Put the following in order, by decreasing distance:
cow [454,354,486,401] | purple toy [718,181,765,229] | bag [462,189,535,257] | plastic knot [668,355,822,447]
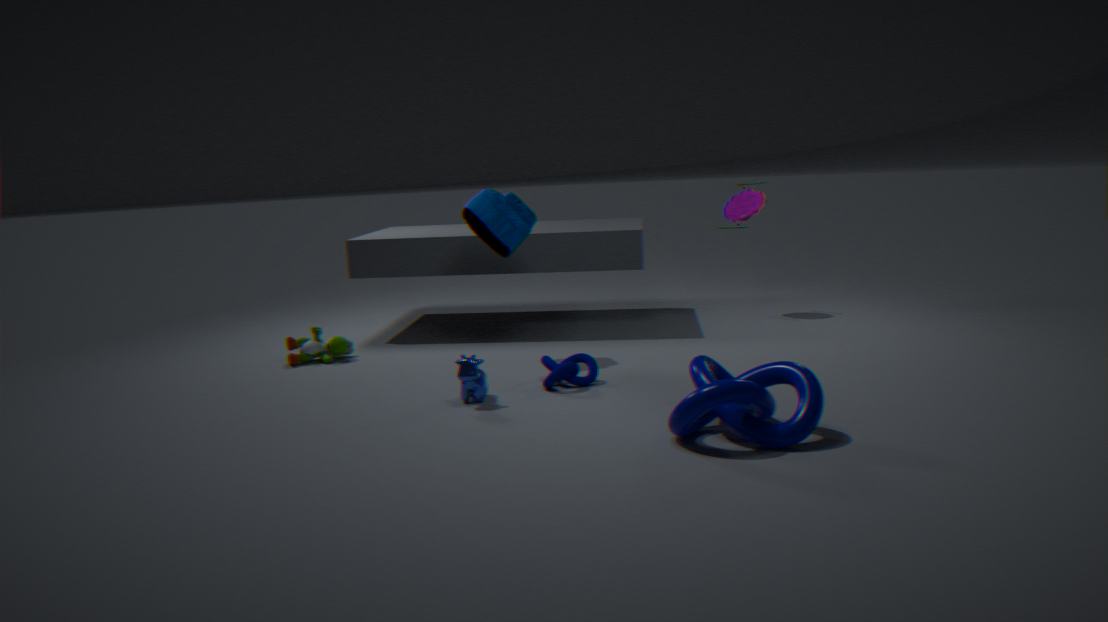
purple toy [718,181,765,229], bag [462,189,535,257], cow [454,354,486,401], plastic knot [668,355,822,447]
